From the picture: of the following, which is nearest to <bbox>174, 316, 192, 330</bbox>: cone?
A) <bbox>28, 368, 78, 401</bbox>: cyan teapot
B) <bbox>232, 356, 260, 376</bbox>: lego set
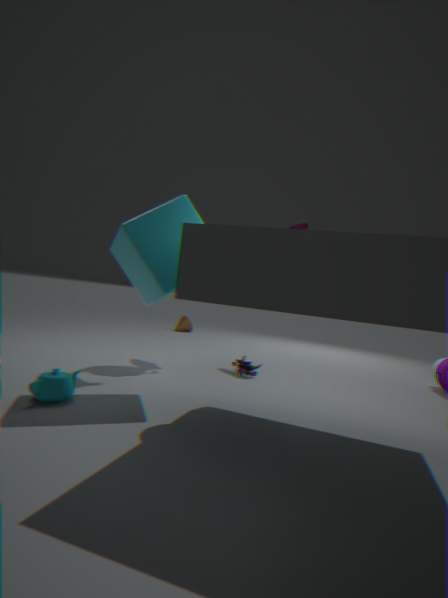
<bbox>232, 356, 260, 376</bbox>: lego set
